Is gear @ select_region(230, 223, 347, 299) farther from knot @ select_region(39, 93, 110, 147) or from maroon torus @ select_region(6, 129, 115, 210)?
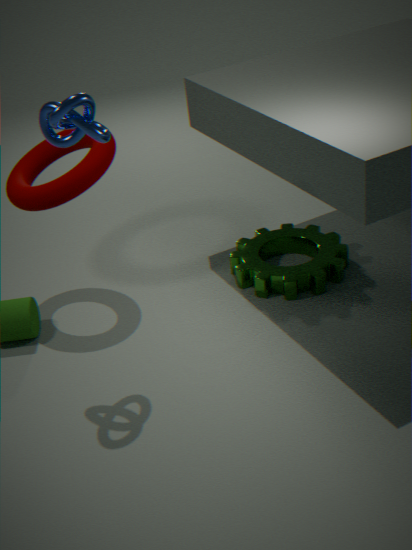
knot @ select_region(39, 93, 110, 147)
